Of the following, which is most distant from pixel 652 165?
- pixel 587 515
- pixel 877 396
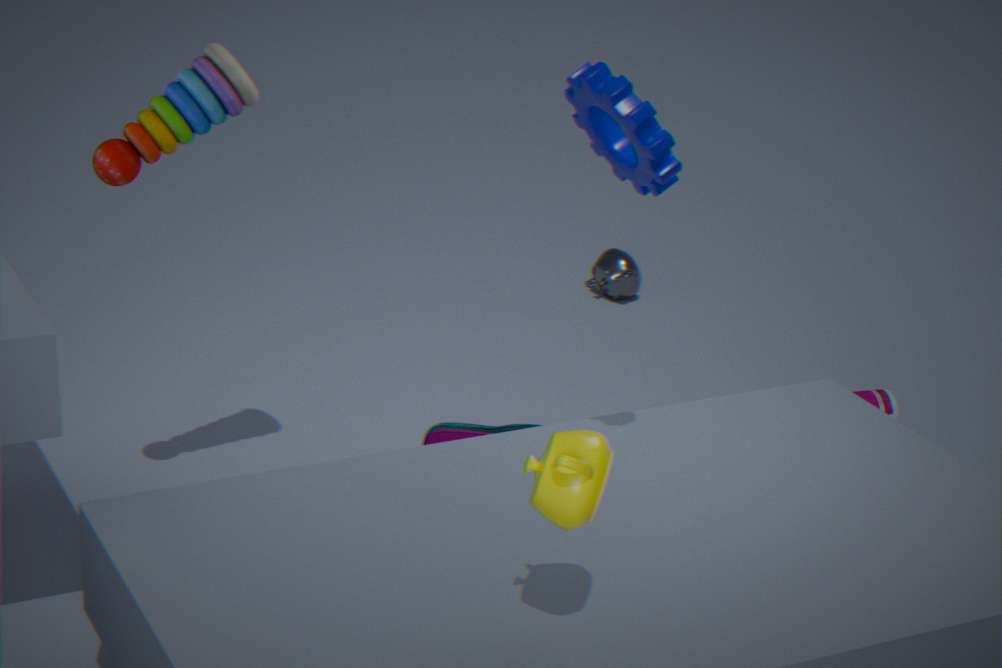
pixel 877 396
